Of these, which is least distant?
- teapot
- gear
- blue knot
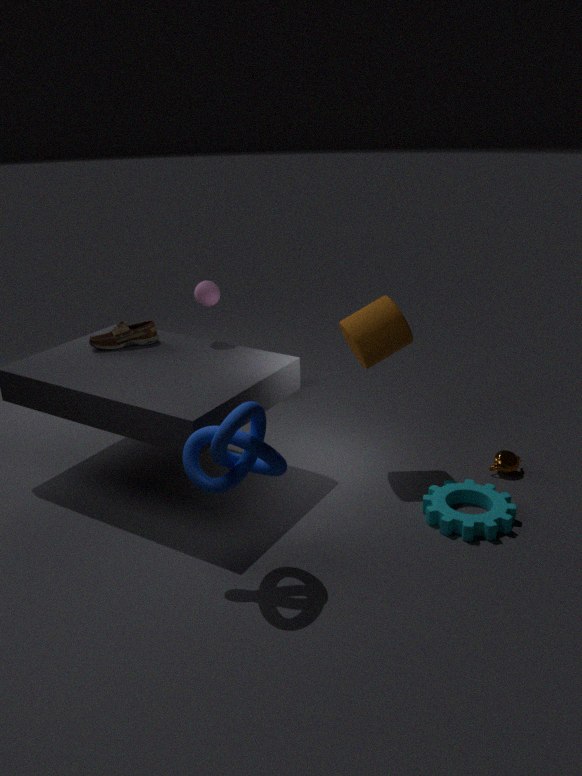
blue knot
